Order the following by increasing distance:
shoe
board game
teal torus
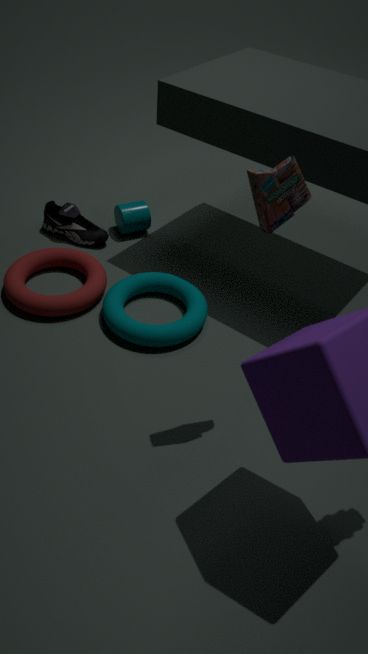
board game < teal torus < shoe
